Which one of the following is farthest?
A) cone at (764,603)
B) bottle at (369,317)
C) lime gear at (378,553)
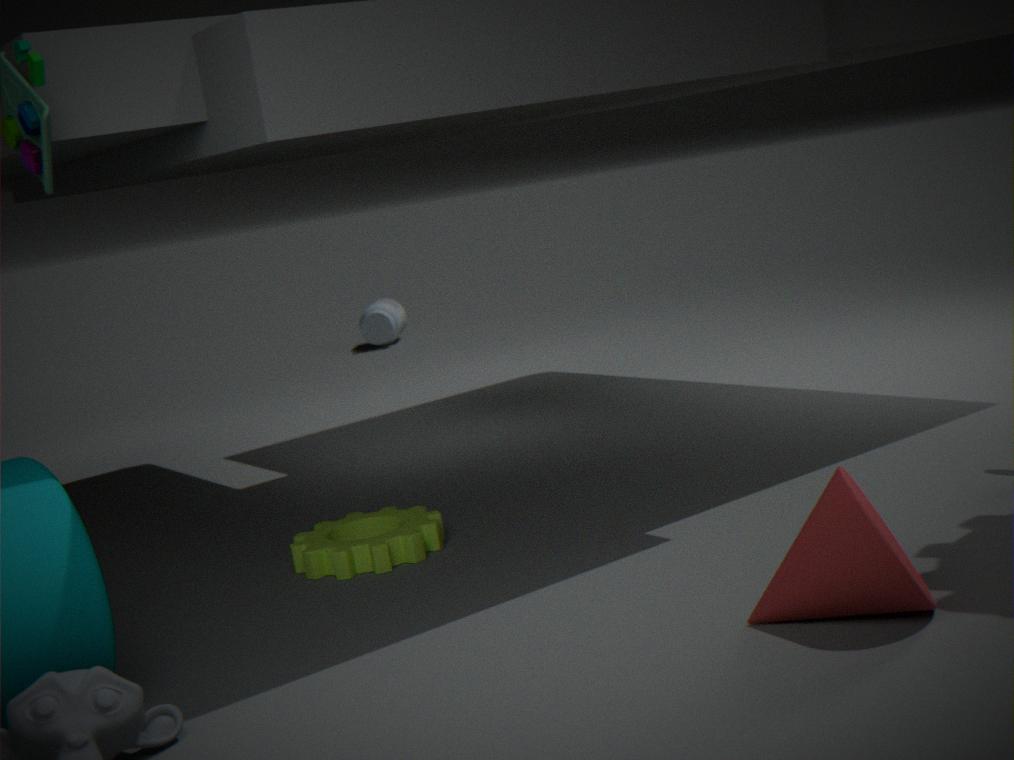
bottle at (369,317)
